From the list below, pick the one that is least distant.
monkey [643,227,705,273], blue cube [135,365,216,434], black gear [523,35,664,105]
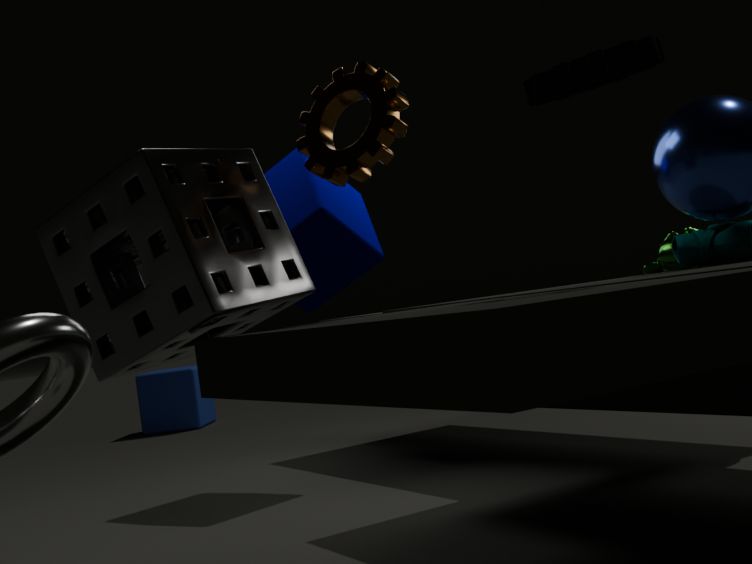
black gear [523,35,664,105]
